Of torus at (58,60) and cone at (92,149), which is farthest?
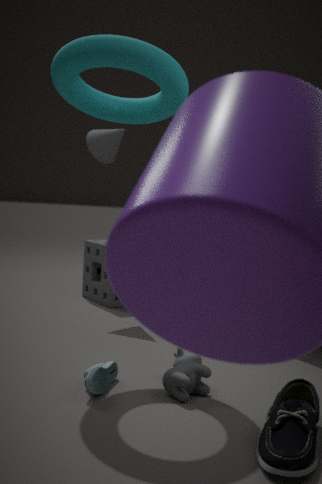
cone at (92,149)
